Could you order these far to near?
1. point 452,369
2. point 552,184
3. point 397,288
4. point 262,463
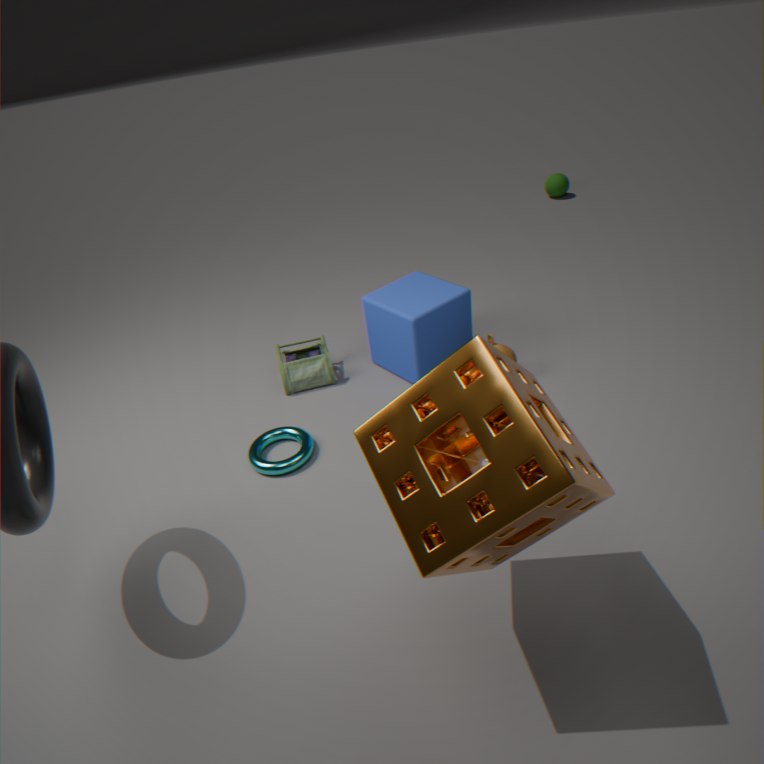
1. point 552,184
2. point 397,288
3. point 262,463
4. point 452,369
